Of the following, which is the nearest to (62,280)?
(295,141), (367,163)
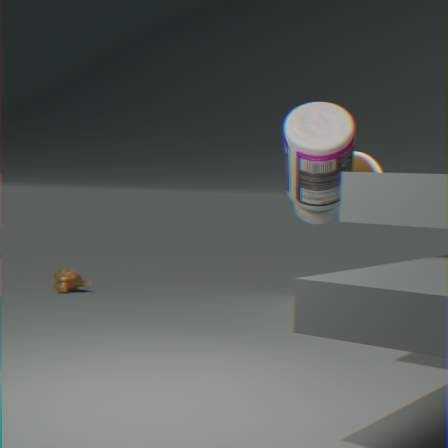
(367,163)
